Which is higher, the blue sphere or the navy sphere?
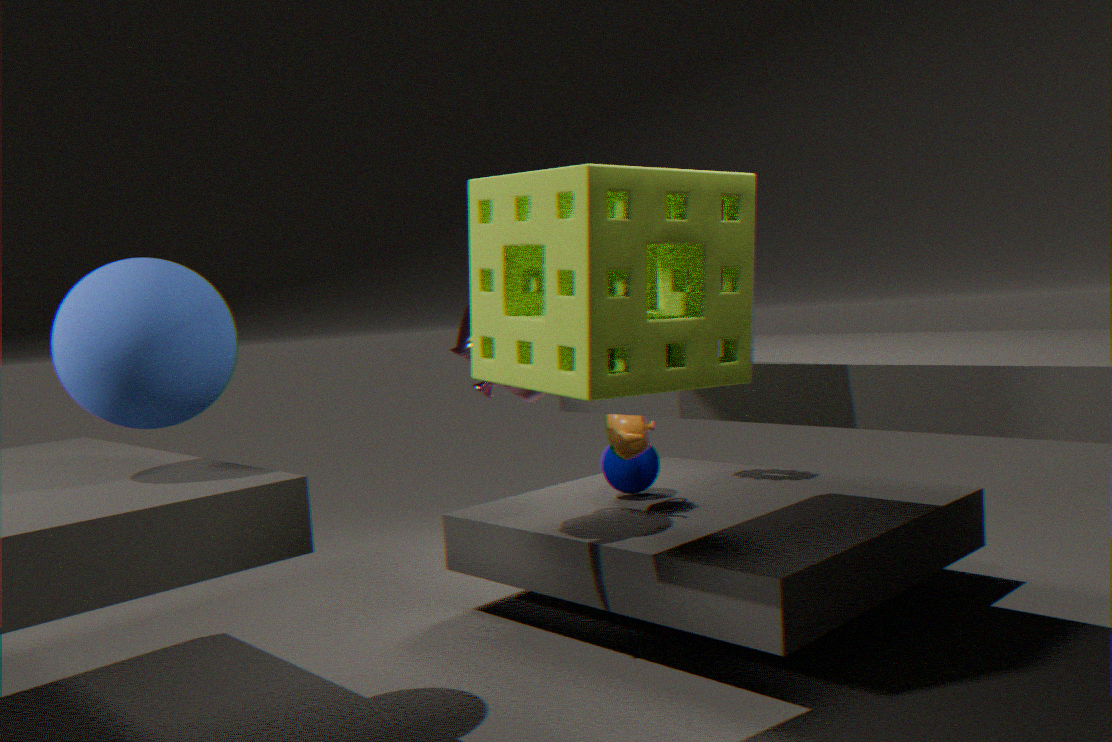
the blue sphere
